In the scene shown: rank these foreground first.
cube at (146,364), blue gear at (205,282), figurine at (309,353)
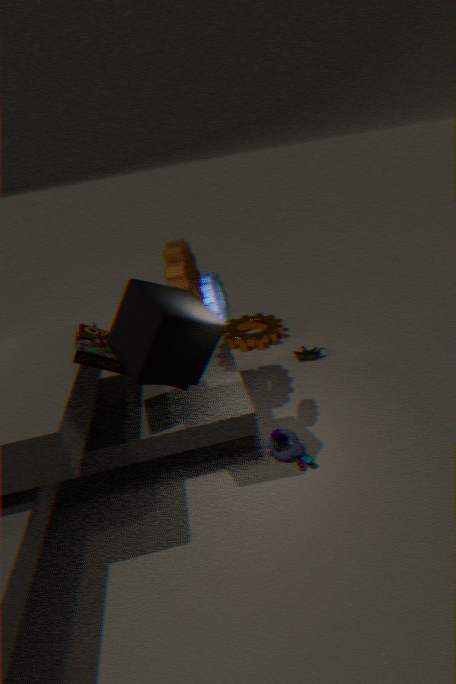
cube at (146,364), blue gear at (205,282), figurine at (309,353)
